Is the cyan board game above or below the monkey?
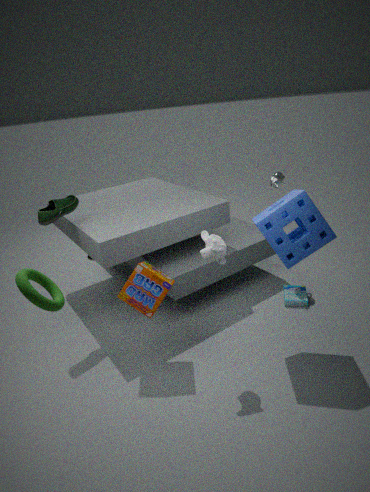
below
